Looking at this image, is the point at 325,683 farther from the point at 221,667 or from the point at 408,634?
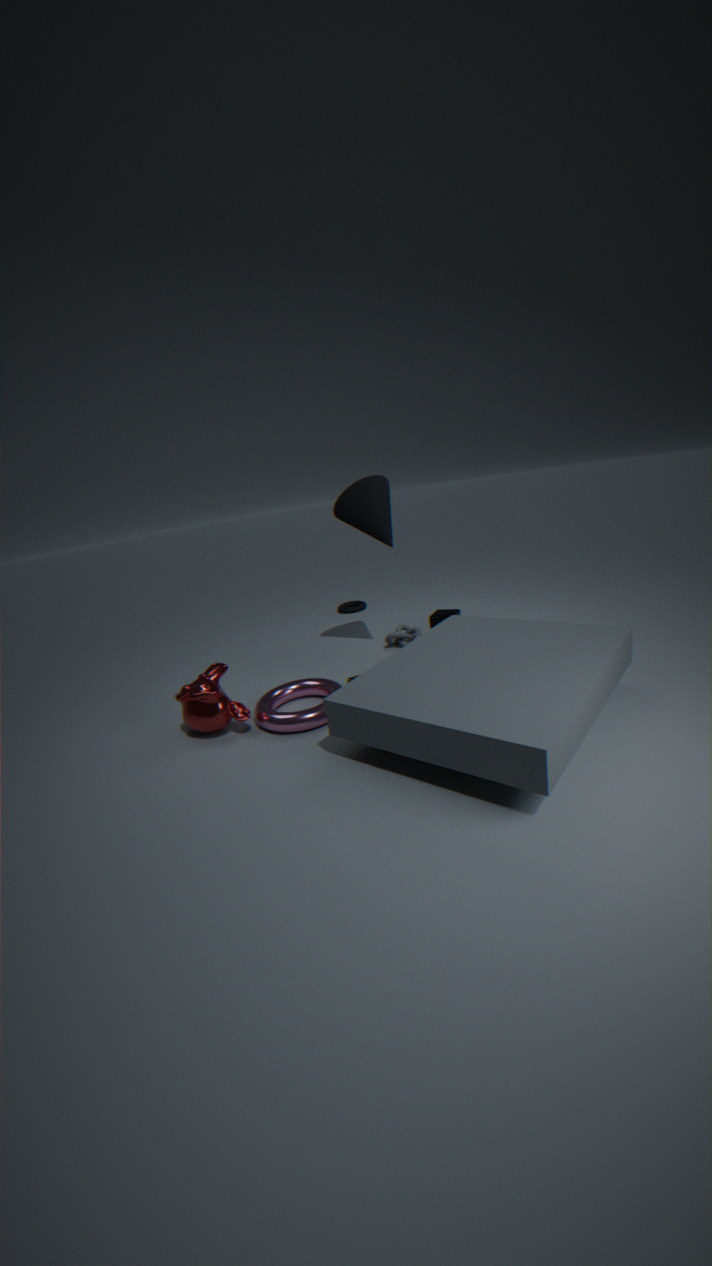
the point at 408,634
